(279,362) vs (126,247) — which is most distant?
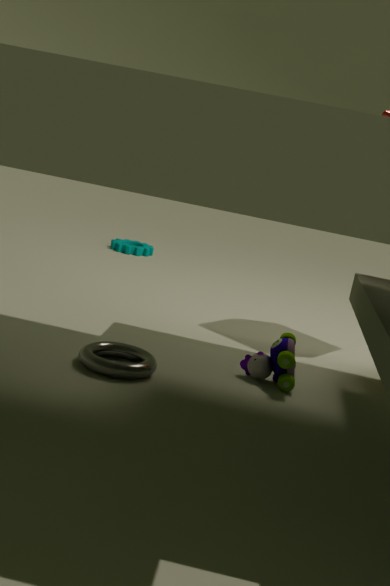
(126,247)
